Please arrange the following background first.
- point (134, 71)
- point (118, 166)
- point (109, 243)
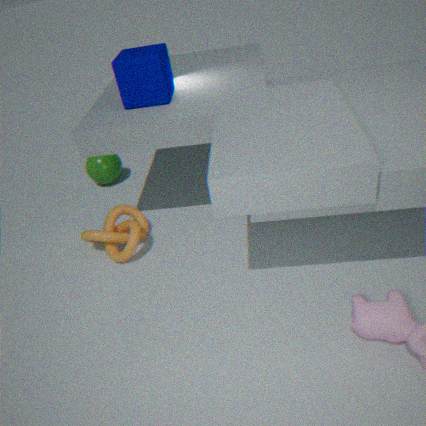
point (118, 166)
point (109, 243)
point (134, 71)
